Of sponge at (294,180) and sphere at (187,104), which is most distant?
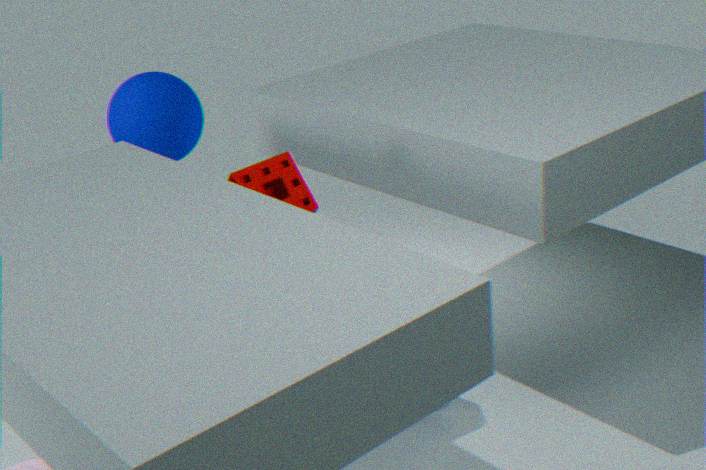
sphere at (187,104)
